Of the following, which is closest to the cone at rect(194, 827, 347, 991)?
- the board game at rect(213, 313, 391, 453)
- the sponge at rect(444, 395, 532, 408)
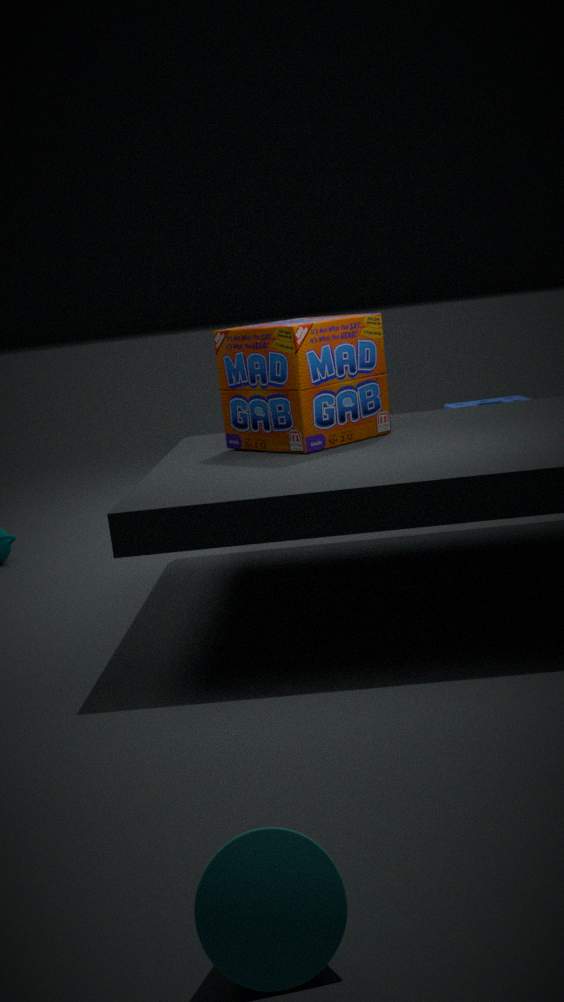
the board game at rect(213, 313, 391, 453)
